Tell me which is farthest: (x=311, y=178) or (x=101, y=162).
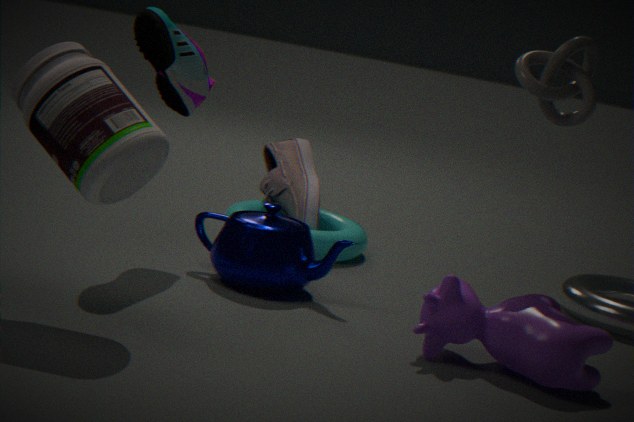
(x=311, y=178)
